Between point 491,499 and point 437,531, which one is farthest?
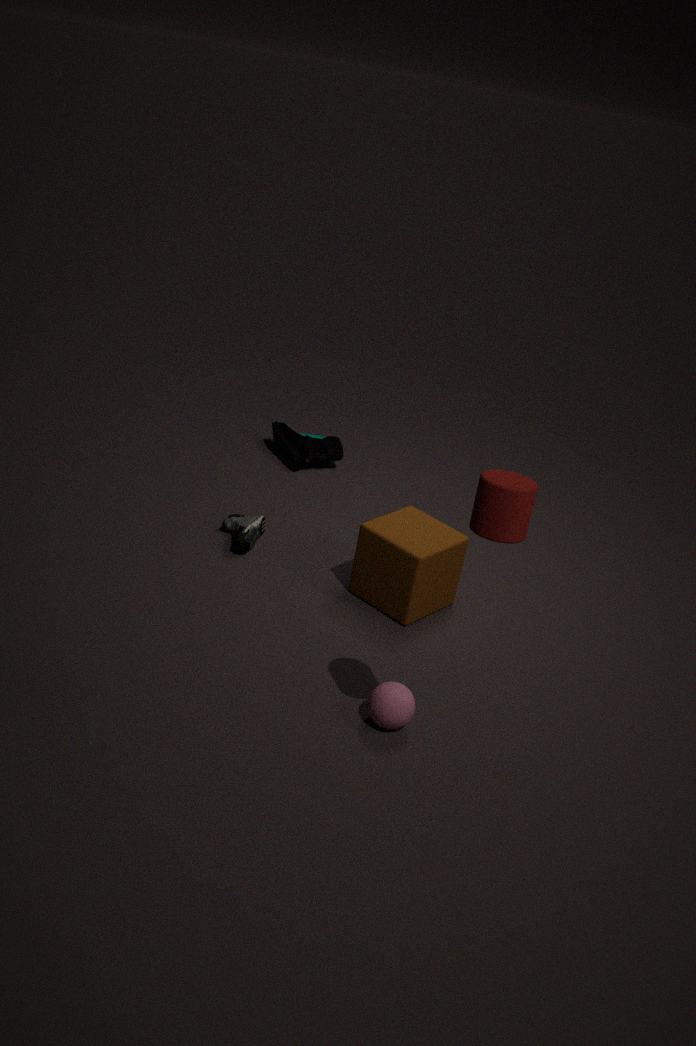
point 437,531
